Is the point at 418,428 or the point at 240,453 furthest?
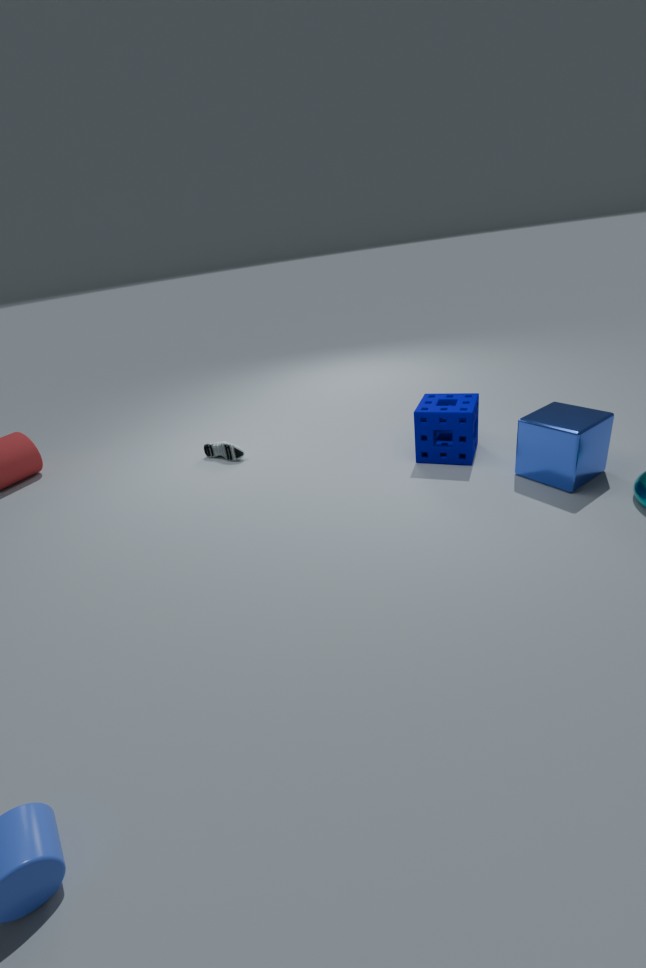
the point at 240,453
